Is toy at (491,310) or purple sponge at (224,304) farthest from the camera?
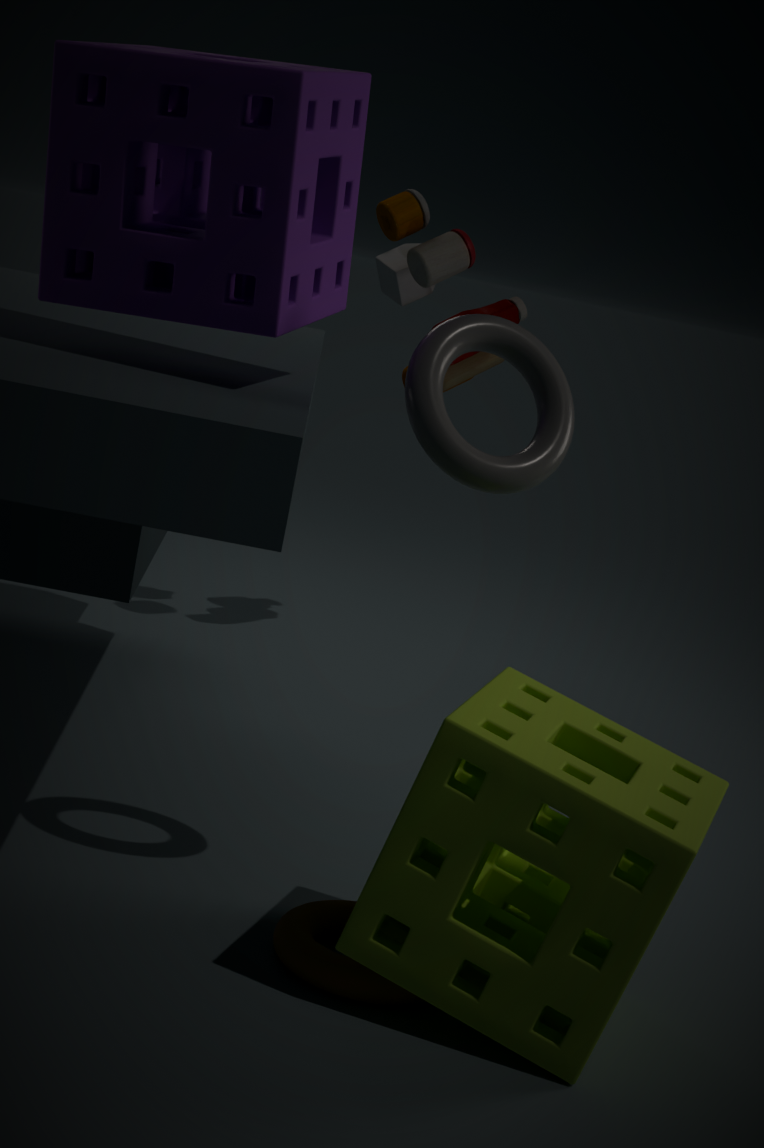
toy at (491,310)
